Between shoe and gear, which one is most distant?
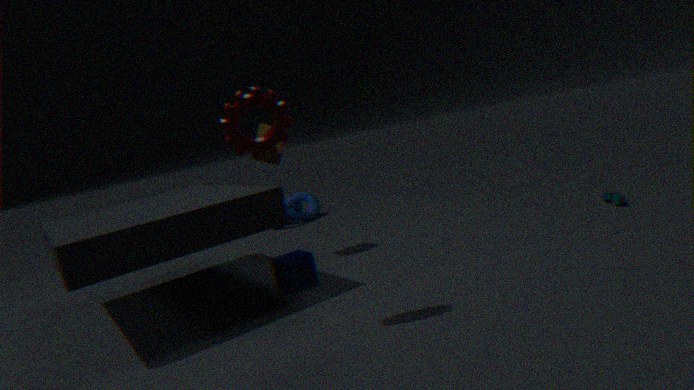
shoe
